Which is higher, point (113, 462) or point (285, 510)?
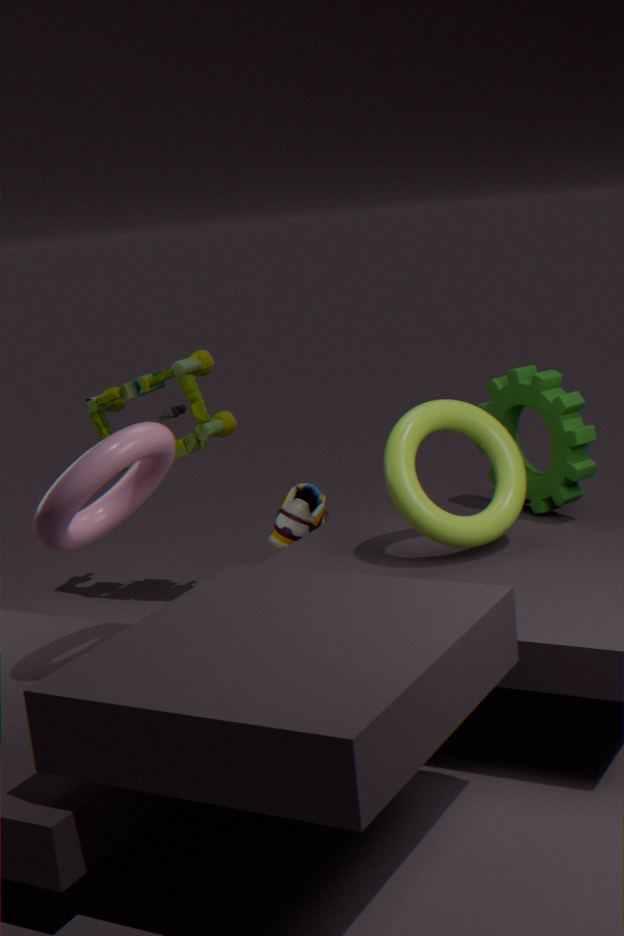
point (113, 462)
